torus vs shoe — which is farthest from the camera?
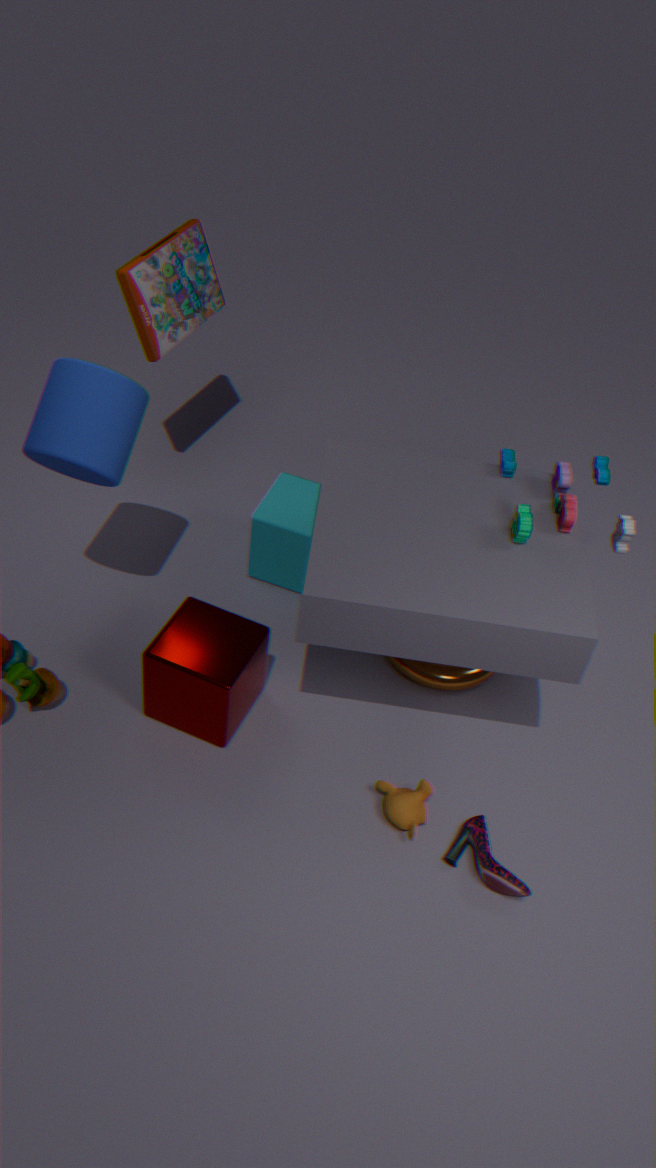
torus
